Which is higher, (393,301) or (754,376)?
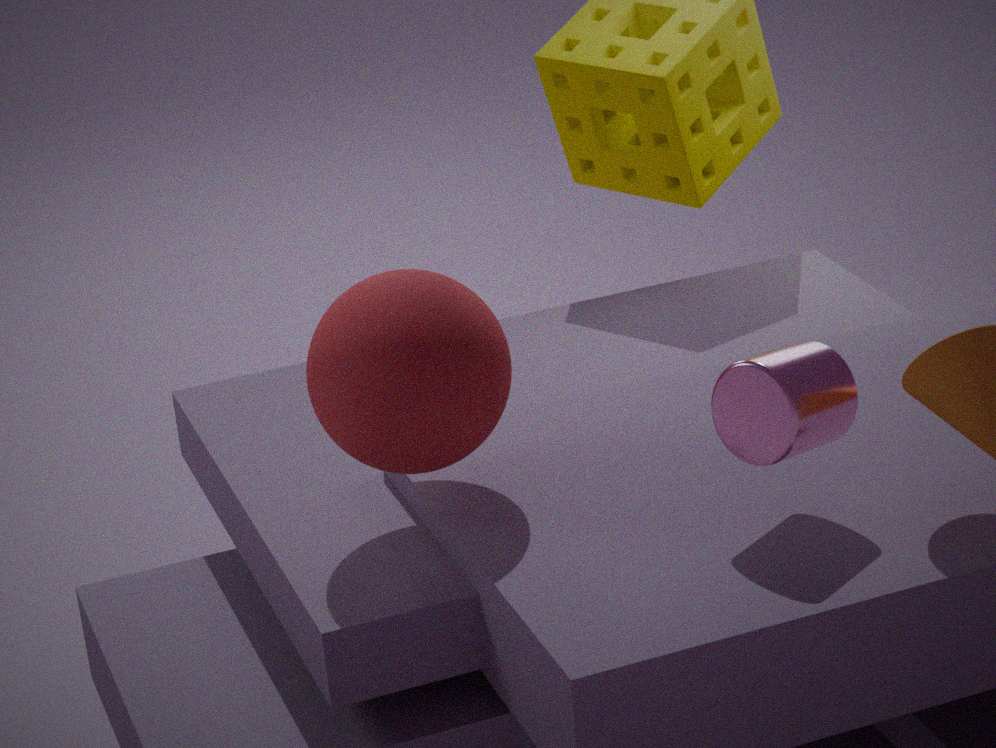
(393,301)
